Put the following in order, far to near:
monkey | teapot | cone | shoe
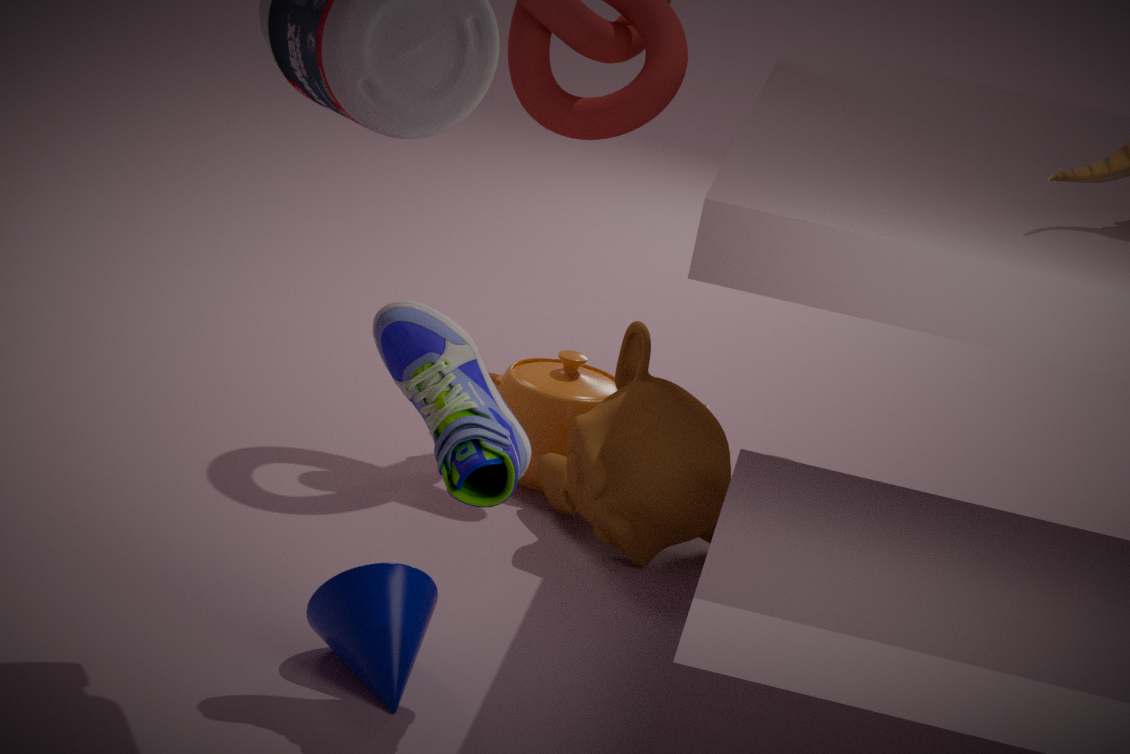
teapot → monkey → cone → shoe
